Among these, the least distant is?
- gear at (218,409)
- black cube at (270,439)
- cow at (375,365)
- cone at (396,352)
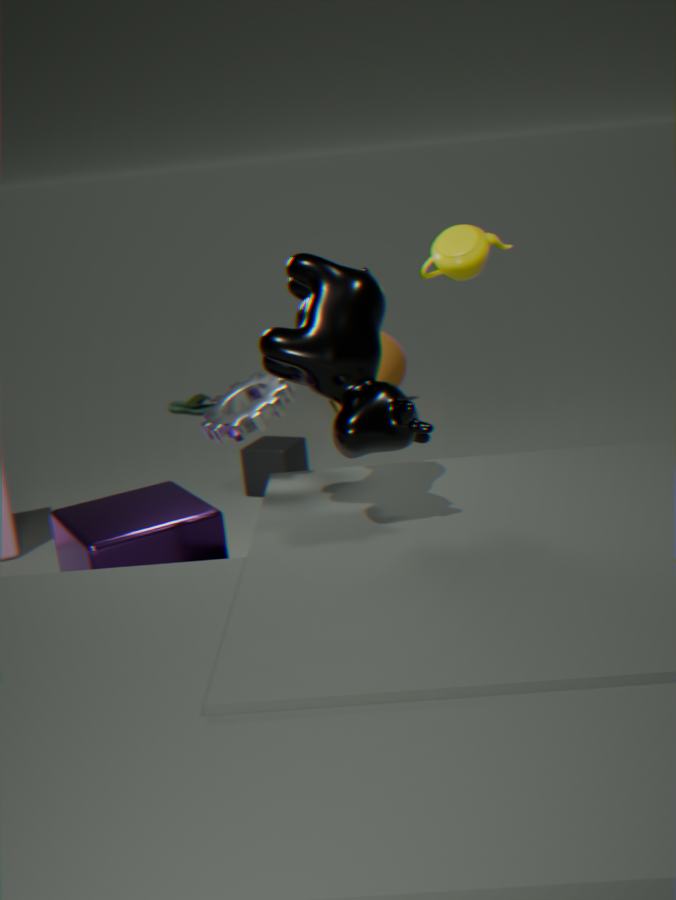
cow at (375,365)
